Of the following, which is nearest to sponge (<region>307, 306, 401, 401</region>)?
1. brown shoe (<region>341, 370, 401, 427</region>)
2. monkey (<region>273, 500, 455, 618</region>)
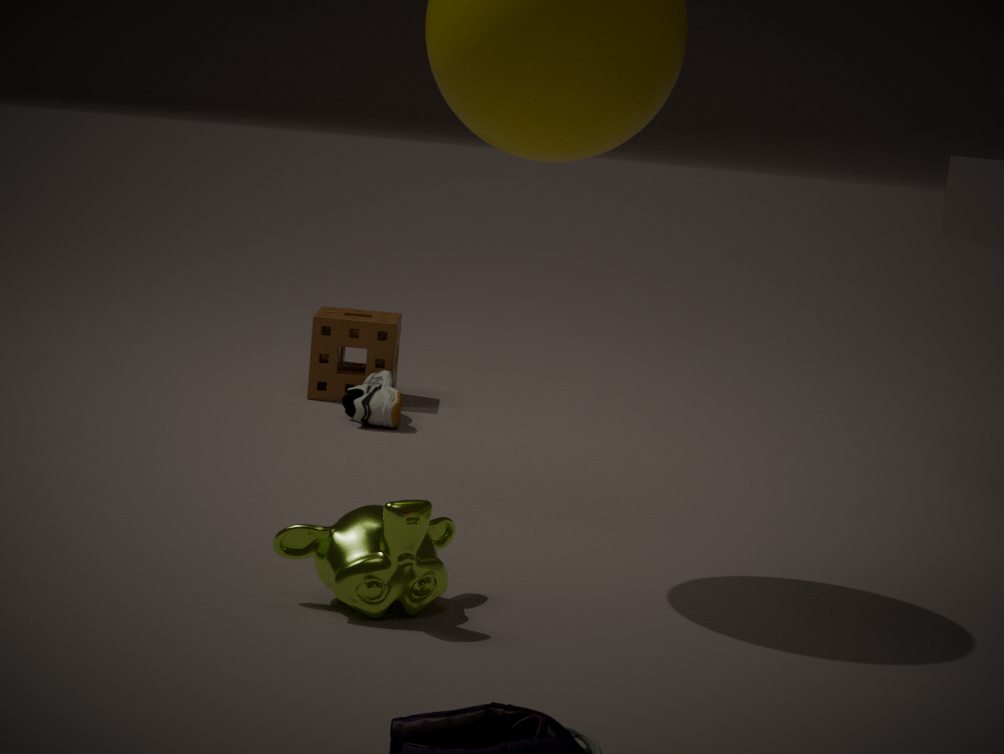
brown shoe (<region>341, 370, 401, 427</region>)
